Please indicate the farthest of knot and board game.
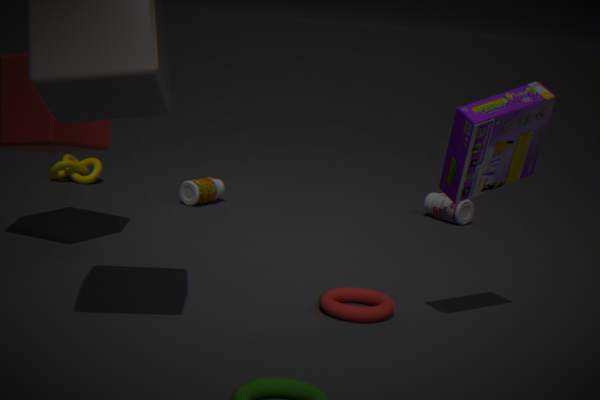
knot
